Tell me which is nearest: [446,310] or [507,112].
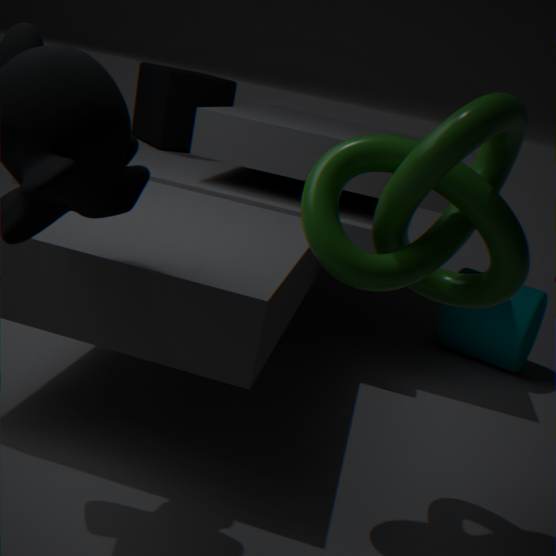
[507,112]
